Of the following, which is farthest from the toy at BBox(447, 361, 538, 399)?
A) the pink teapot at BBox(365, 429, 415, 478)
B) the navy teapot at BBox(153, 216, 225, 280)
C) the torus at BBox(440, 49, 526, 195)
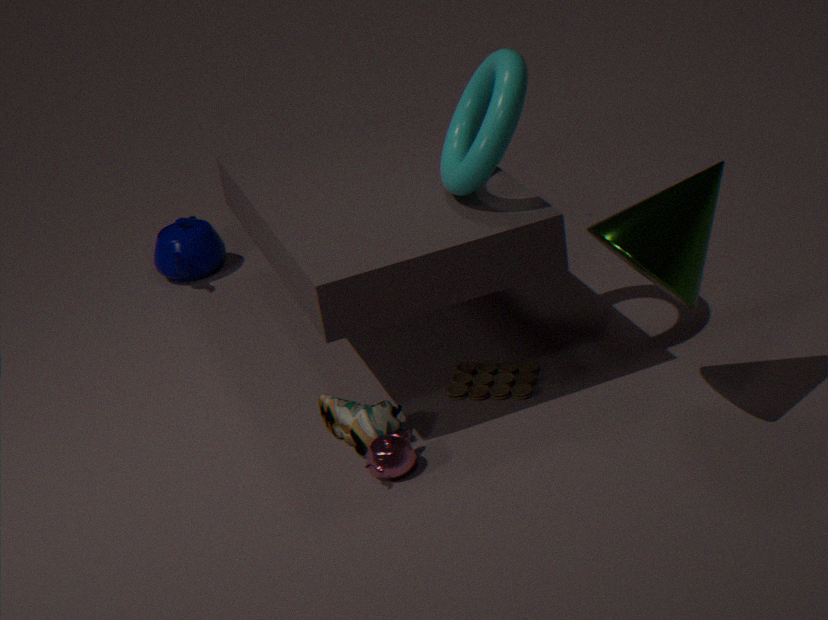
the navy teapot at BBox(153, 216, 225, 280)
